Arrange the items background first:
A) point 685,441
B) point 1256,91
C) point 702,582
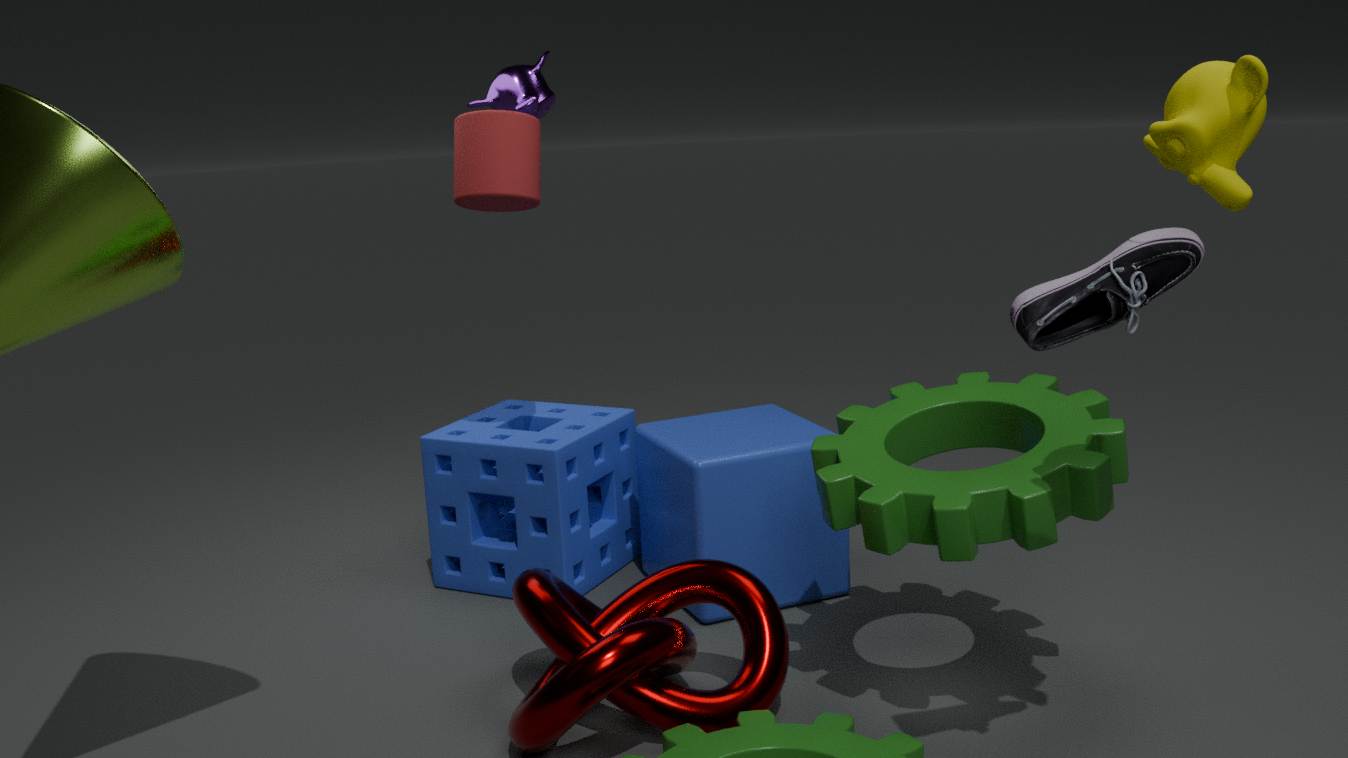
point 685,441
point 702,582
point 1256,91
